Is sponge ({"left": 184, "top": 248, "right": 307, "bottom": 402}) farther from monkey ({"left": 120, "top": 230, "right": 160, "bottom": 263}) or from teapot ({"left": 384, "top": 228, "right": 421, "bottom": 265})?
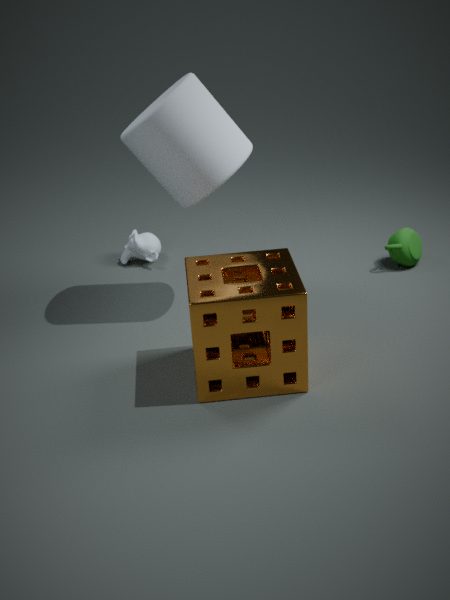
monkey ({"left": 120, "top": 230, "right": 160, "bottom": 263})
